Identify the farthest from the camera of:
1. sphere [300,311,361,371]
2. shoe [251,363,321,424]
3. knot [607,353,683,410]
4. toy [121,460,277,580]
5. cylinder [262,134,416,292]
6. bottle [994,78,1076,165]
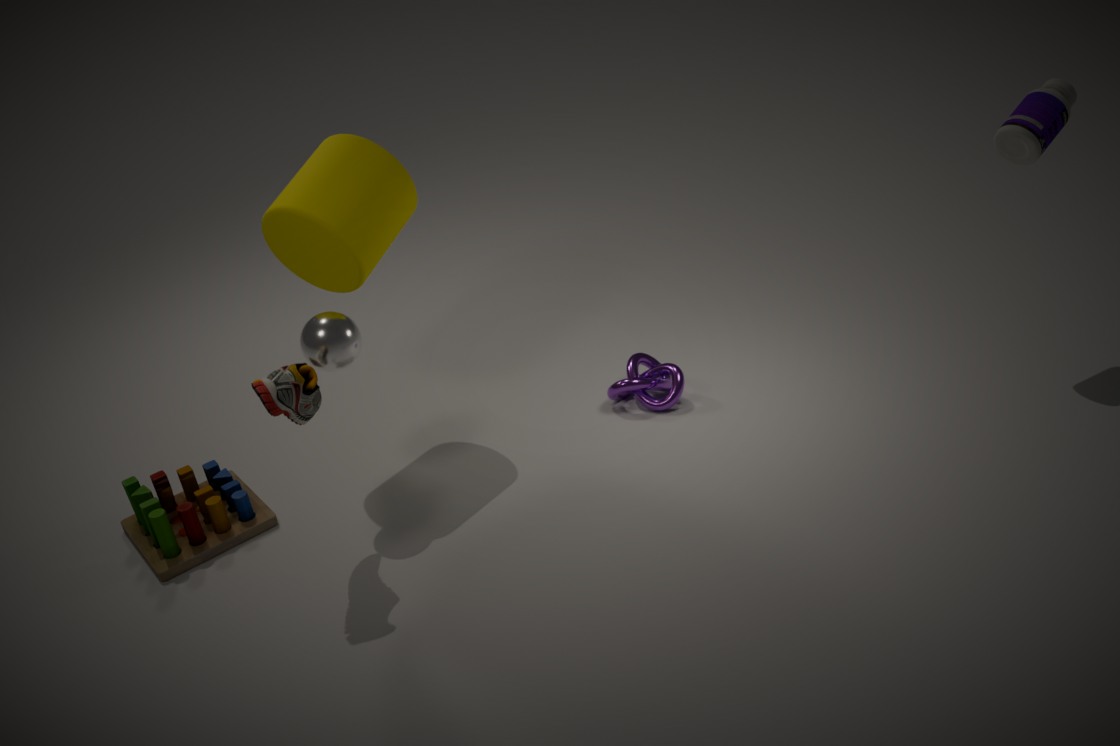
knot [607,353,683,410]
